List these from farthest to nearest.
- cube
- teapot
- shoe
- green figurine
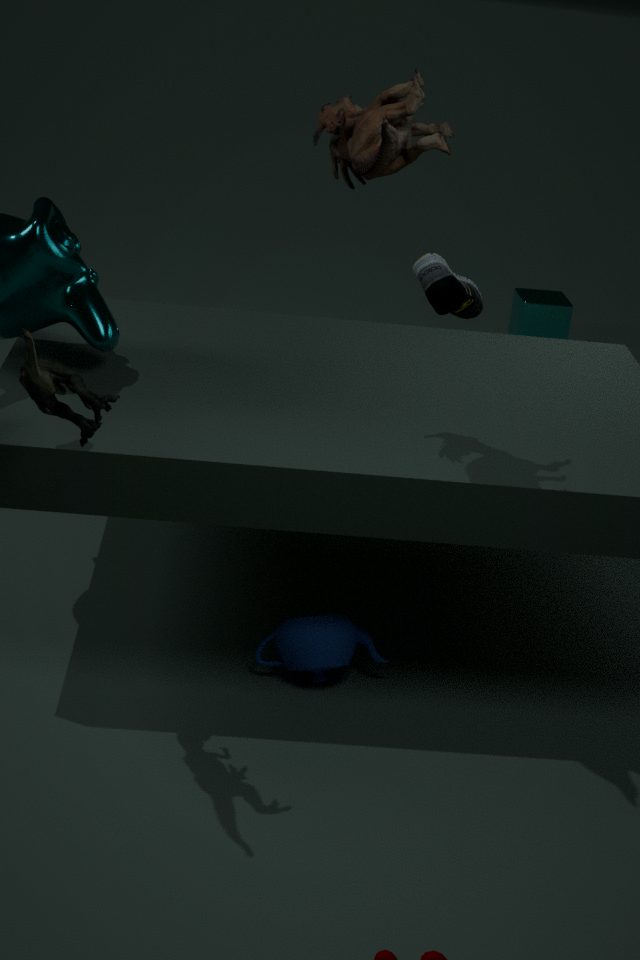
1. cube
2. shoe
3. teapot
4. green figurine
